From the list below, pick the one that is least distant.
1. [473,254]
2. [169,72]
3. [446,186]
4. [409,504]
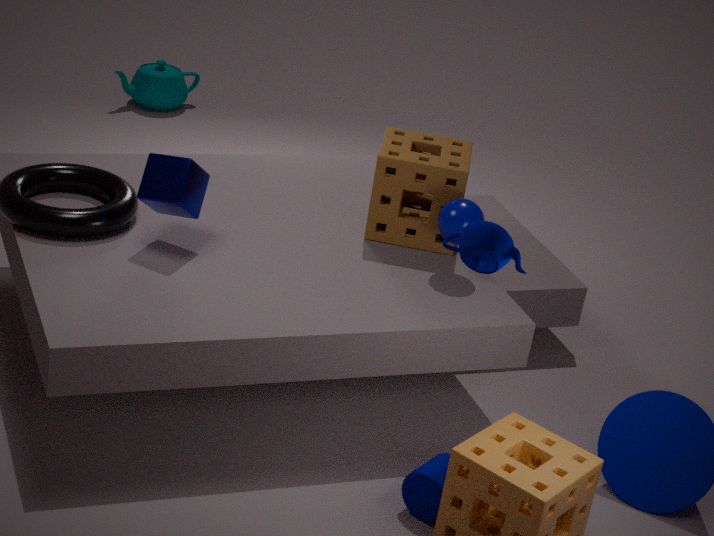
[473,254]
